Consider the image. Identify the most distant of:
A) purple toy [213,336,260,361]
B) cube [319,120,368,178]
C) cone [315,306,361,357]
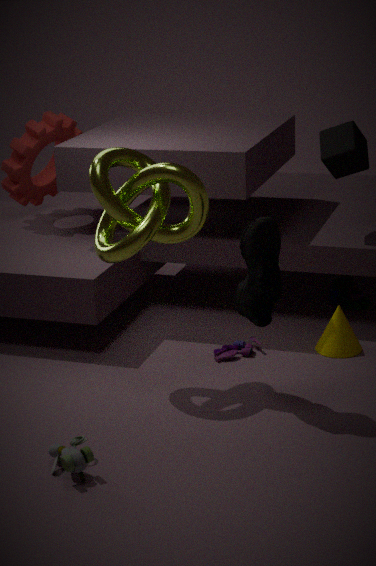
cube [319,120,368,178]
